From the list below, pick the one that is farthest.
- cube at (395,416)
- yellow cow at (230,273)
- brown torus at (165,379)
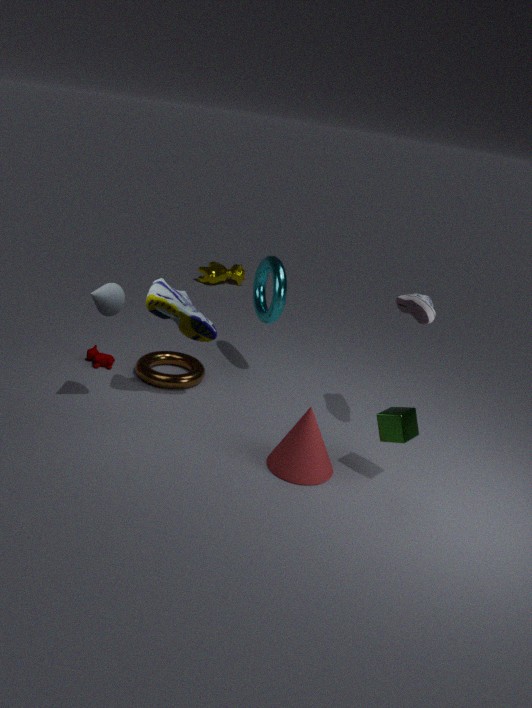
yellow cow at (230,273)
